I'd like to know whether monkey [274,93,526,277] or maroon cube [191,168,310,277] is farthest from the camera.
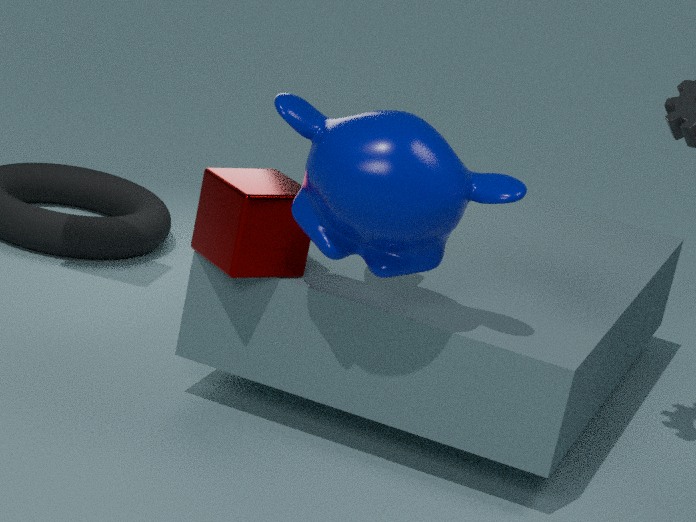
maroon cube [191,168,310,277]
